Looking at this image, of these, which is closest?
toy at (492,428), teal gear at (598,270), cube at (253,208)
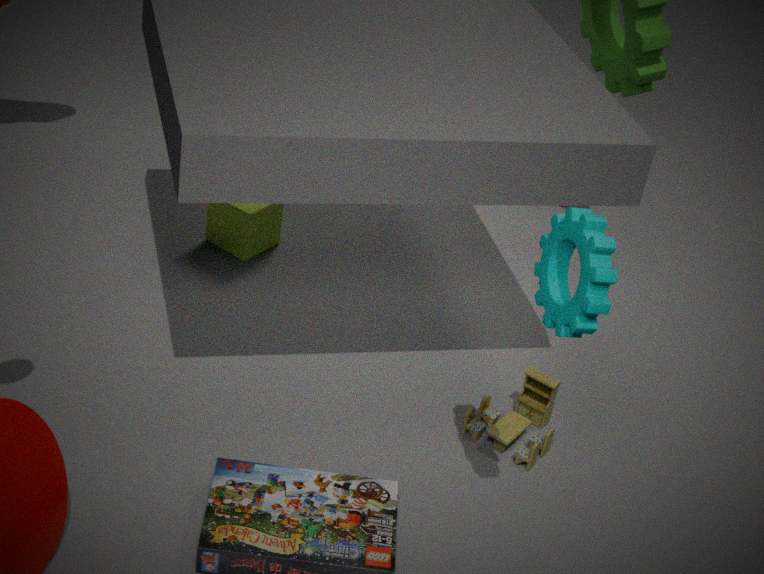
teal gear at (598,270)
